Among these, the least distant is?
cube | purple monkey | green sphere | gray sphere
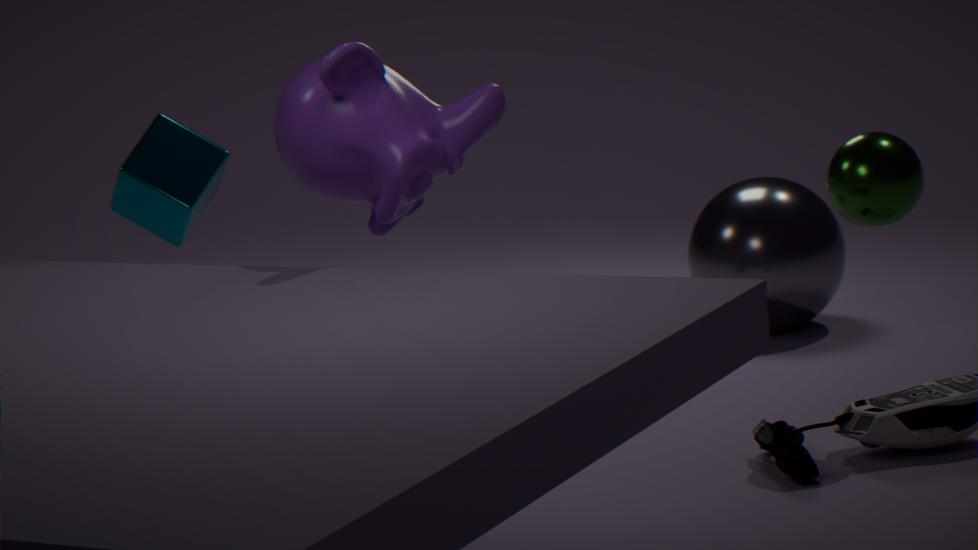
purple monkey
